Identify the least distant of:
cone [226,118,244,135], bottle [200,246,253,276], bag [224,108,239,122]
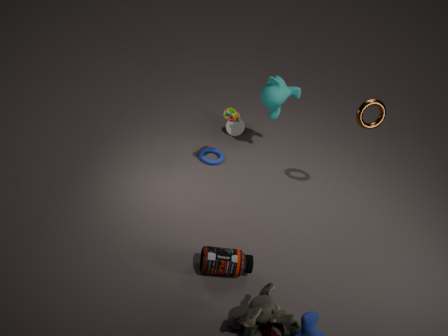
bottle [200,246,253,276]
